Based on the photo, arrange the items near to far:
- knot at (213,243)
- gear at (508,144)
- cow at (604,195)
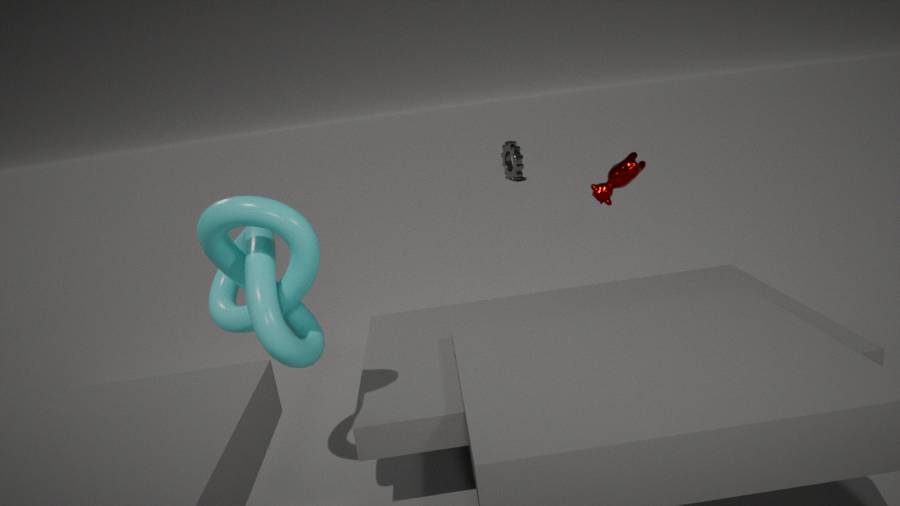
knot at (213,243), cow at (604,195), gear at (508,144)
